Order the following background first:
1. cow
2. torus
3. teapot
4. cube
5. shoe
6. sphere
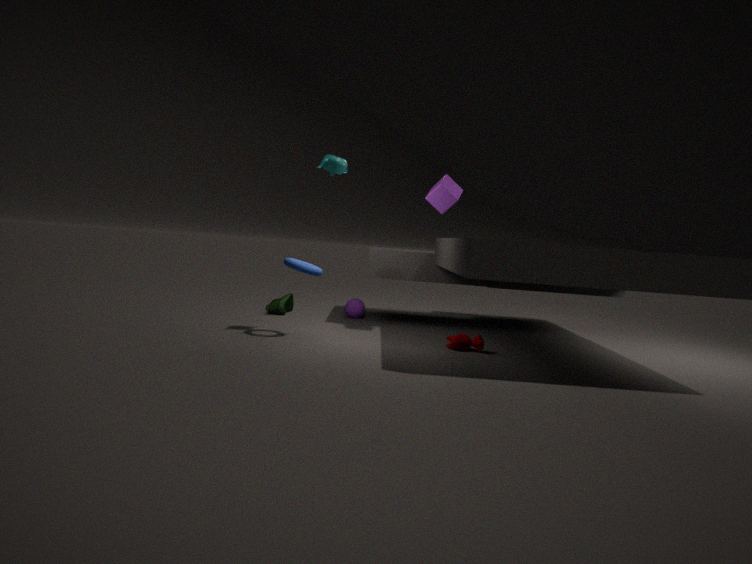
sphere → shoe → cube → cow → torus → teapot
